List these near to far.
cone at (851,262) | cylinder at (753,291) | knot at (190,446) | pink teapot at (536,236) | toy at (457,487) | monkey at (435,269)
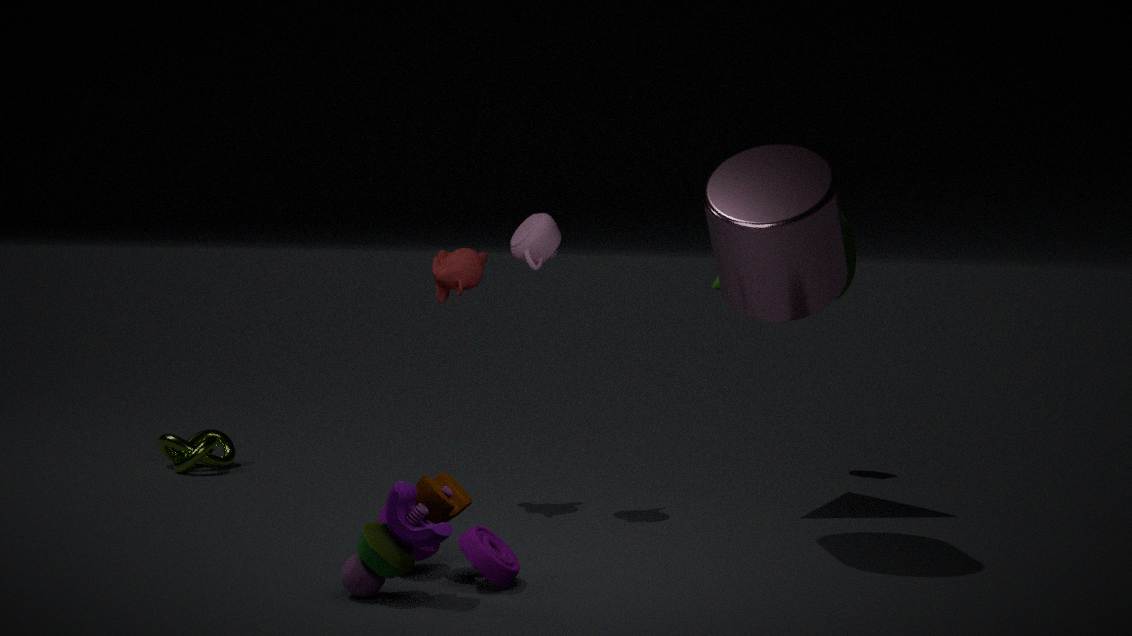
toy at (457,487), cylinder at (753,291), pink teapot at (536,236), monkey at (435,269), cone at (851,262), knot at (190,446)
